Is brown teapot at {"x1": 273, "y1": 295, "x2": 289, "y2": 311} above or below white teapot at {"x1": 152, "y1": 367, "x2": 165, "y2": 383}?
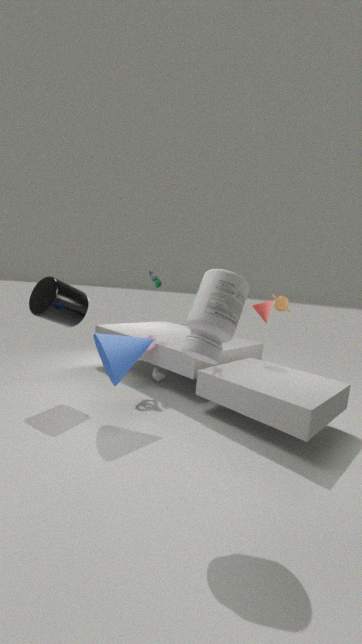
above
